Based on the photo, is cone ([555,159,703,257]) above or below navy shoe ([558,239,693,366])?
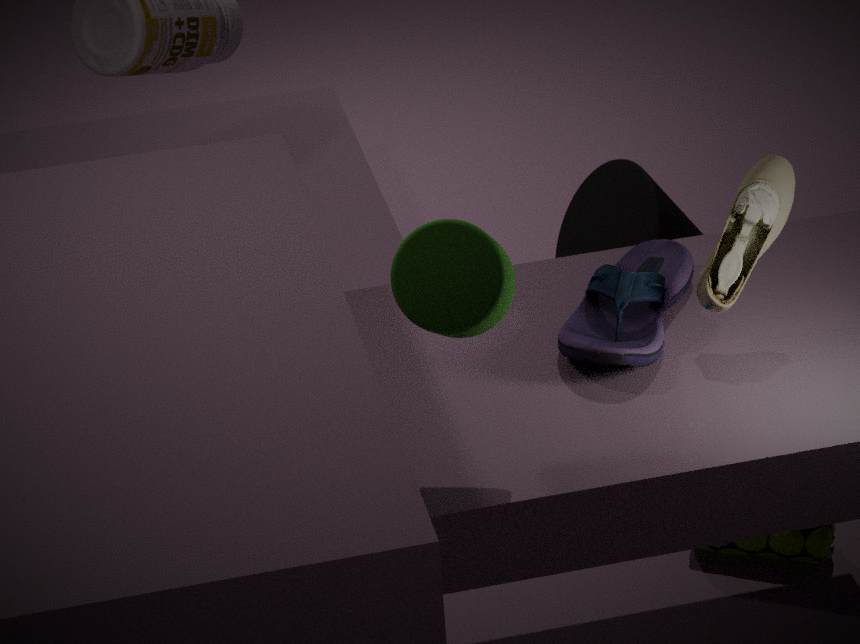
below
